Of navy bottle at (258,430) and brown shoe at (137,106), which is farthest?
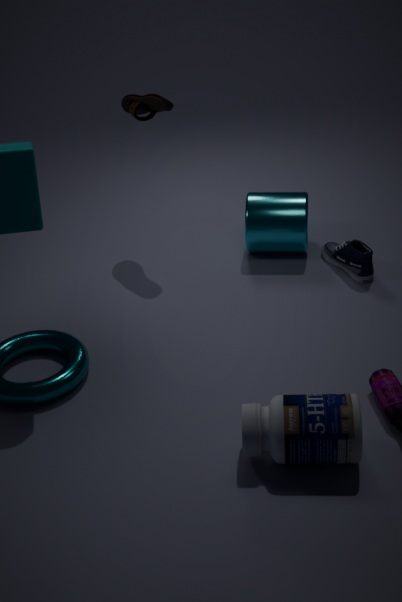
brown shoe at (137,106)
